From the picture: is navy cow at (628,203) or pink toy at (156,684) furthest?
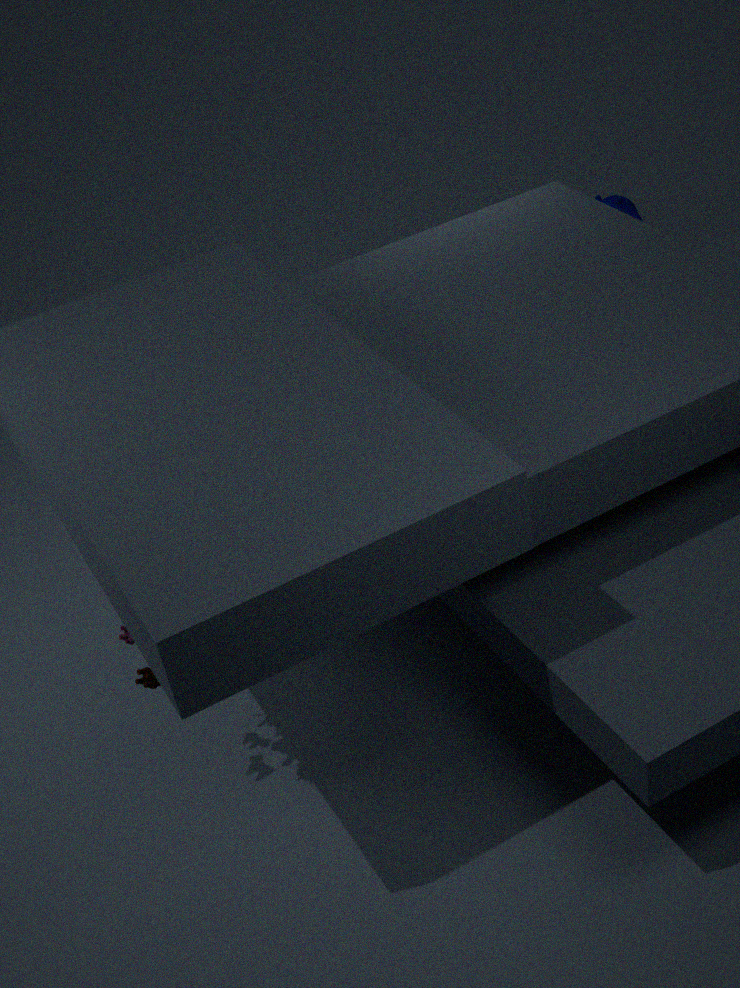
navy cow at (628,203)
